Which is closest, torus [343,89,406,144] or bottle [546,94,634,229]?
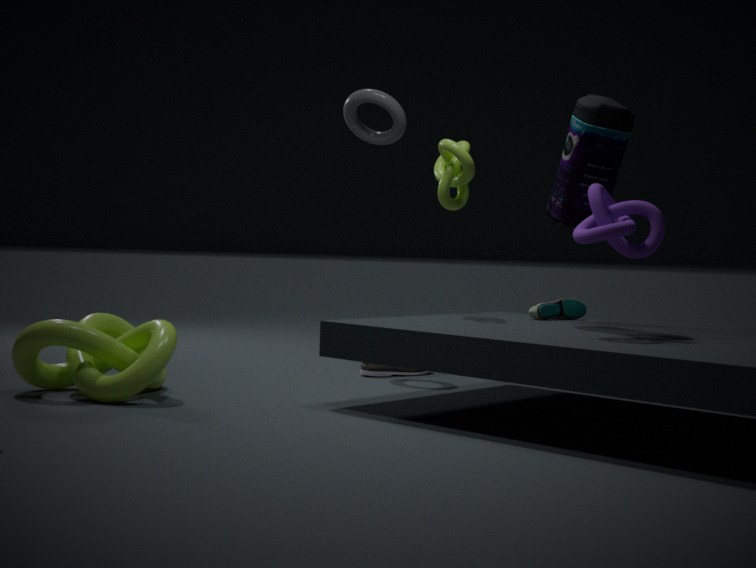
bottle [546,94,634,229]
